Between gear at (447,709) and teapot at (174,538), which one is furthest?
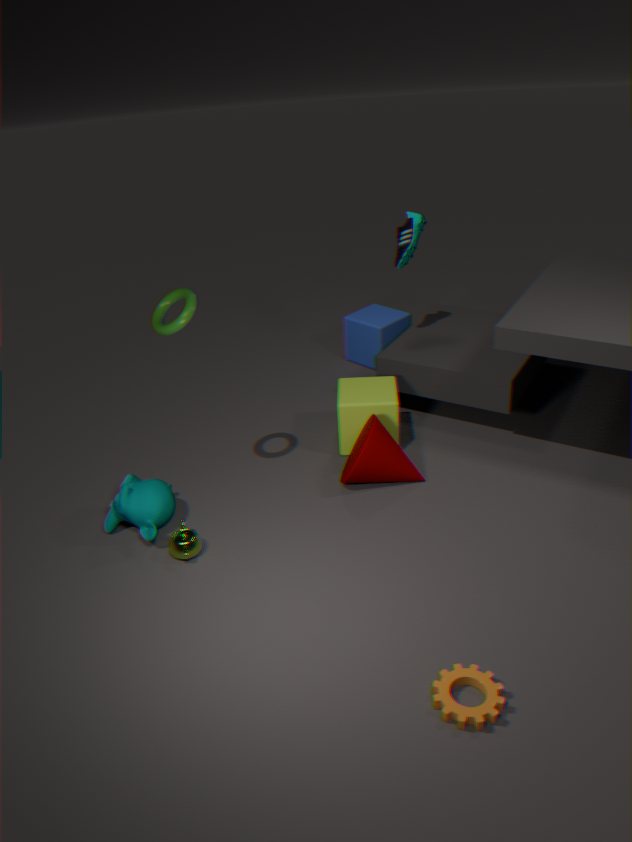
teapot at (174,538)
